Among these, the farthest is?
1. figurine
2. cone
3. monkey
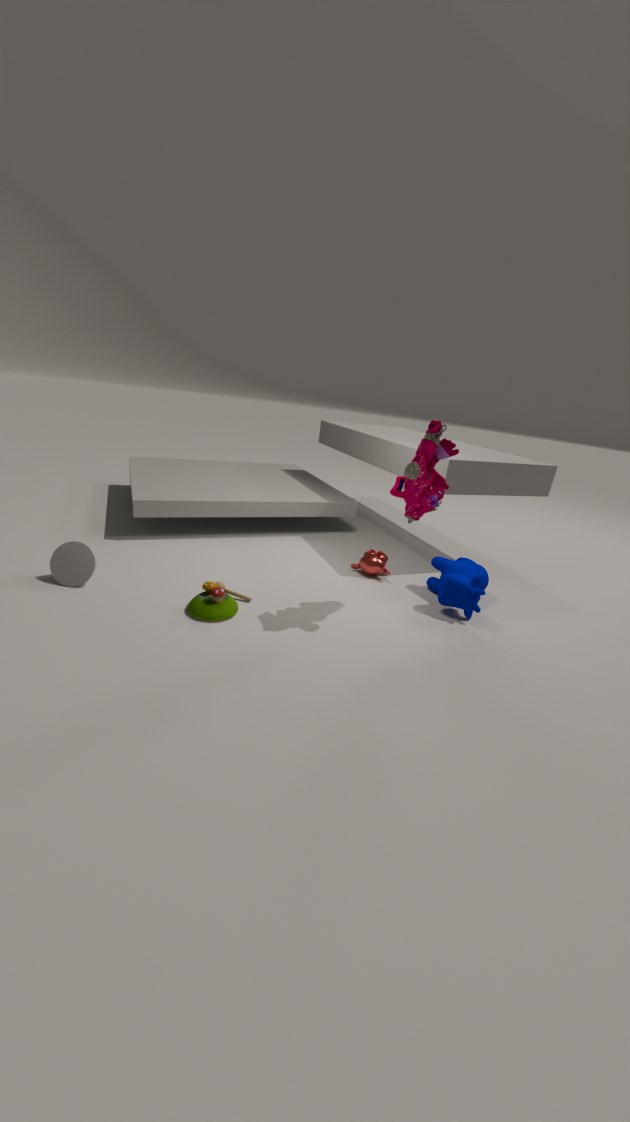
monkey
